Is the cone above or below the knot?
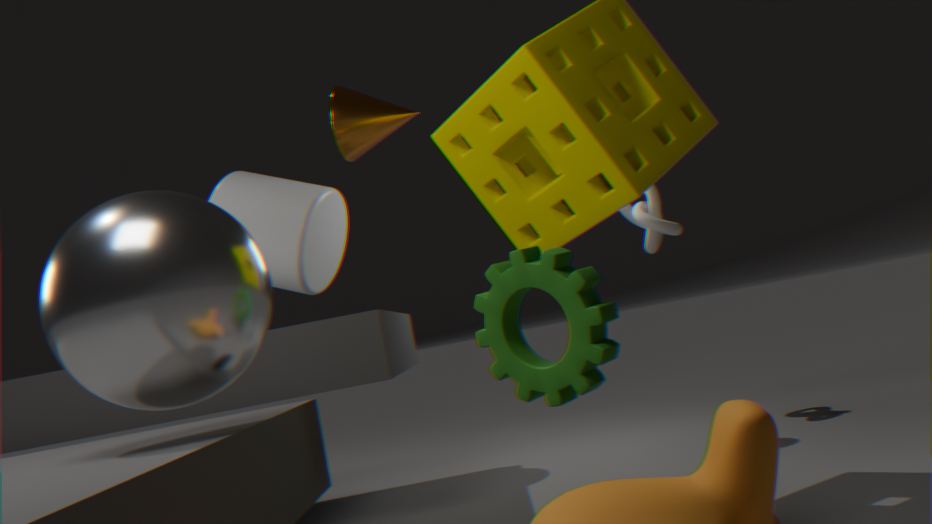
above
